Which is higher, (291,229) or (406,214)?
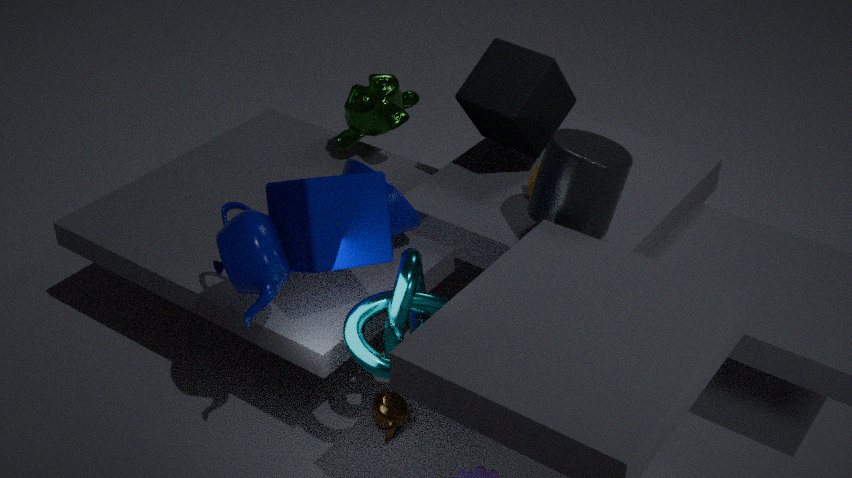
(291,229)
